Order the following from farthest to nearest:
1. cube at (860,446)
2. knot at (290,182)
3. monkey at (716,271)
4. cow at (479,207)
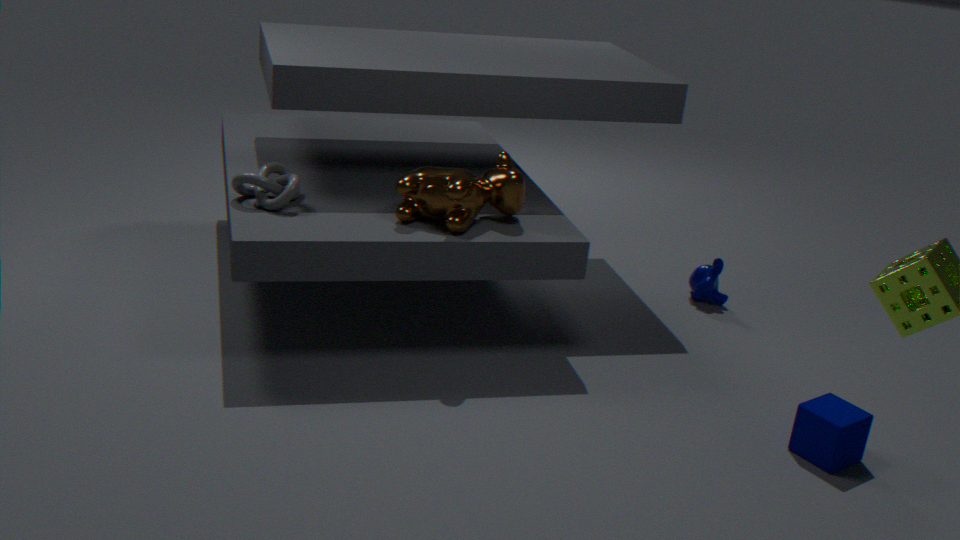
monkey at (716,271)
knot at (290,182)
cow at (479,207)
cube at (860,446)
